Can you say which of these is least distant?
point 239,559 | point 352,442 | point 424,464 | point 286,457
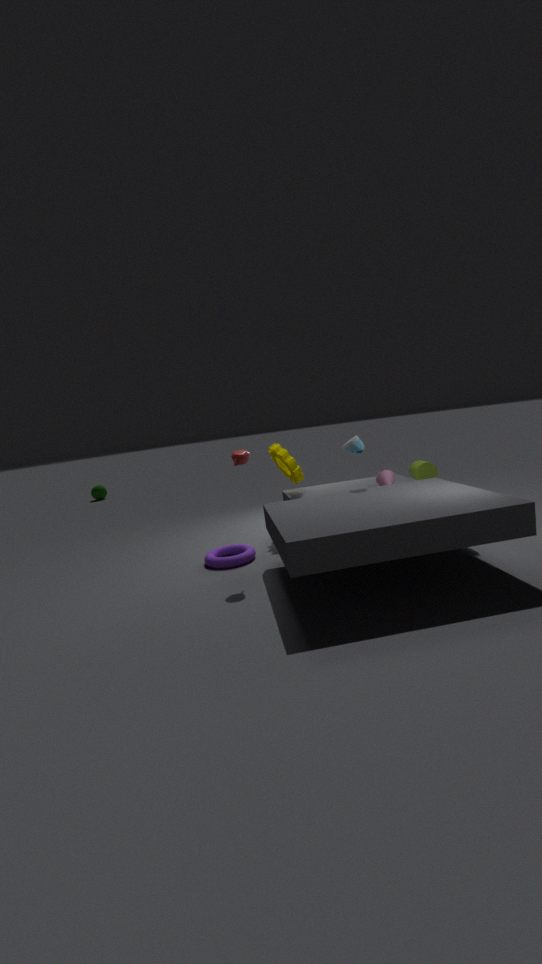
point 239,559
